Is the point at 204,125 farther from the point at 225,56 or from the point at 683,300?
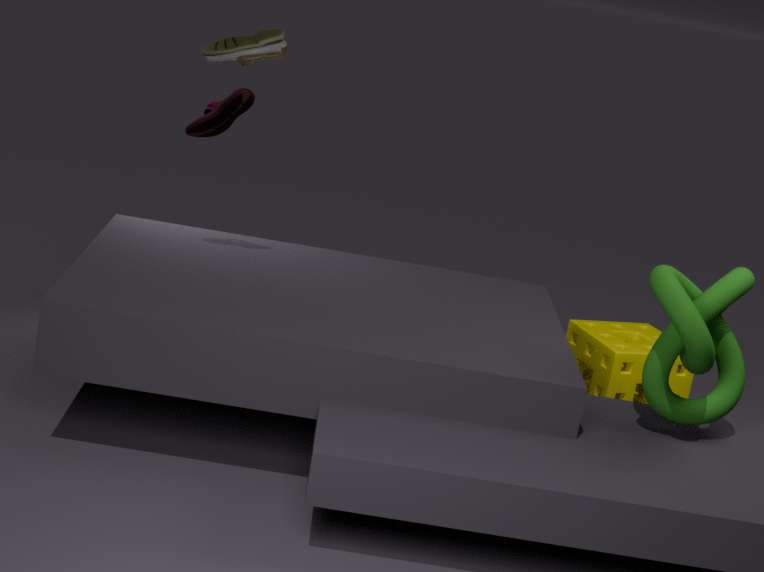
the point at 683,300
